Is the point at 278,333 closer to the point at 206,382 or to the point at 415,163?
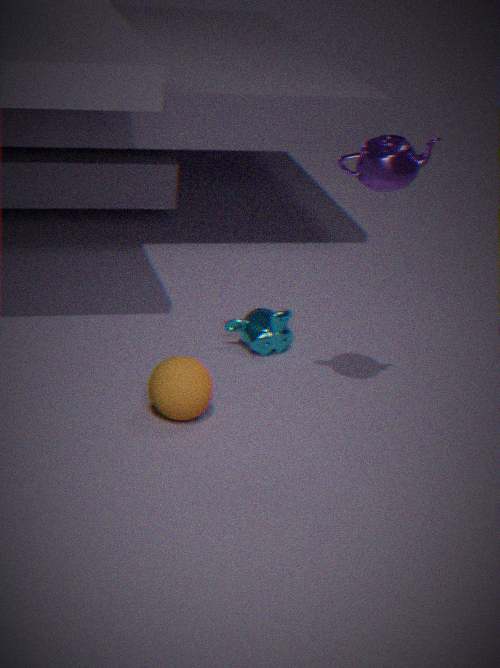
the point at 206,382
